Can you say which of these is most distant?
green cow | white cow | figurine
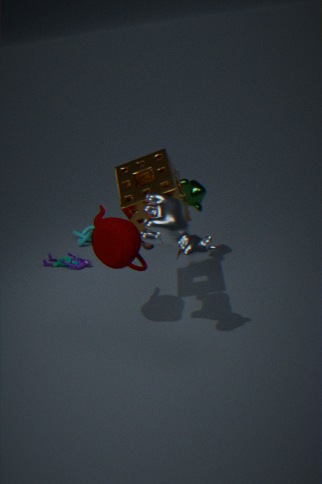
figurine
